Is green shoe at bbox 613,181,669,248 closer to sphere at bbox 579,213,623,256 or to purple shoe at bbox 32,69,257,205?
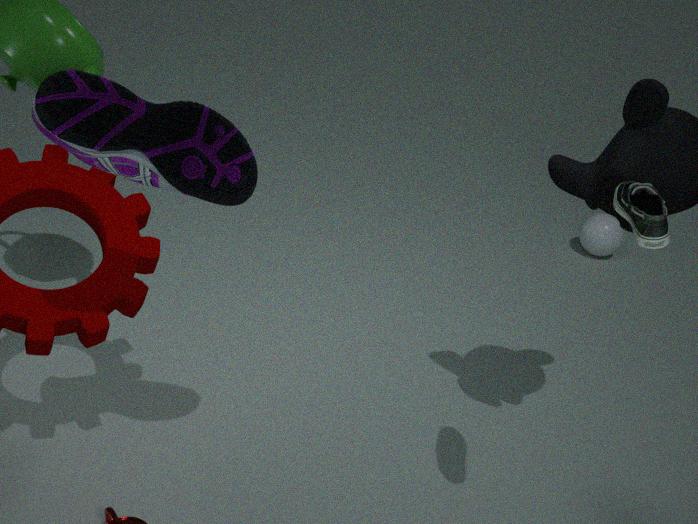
purple shoe at bbox 32,69,257,205
